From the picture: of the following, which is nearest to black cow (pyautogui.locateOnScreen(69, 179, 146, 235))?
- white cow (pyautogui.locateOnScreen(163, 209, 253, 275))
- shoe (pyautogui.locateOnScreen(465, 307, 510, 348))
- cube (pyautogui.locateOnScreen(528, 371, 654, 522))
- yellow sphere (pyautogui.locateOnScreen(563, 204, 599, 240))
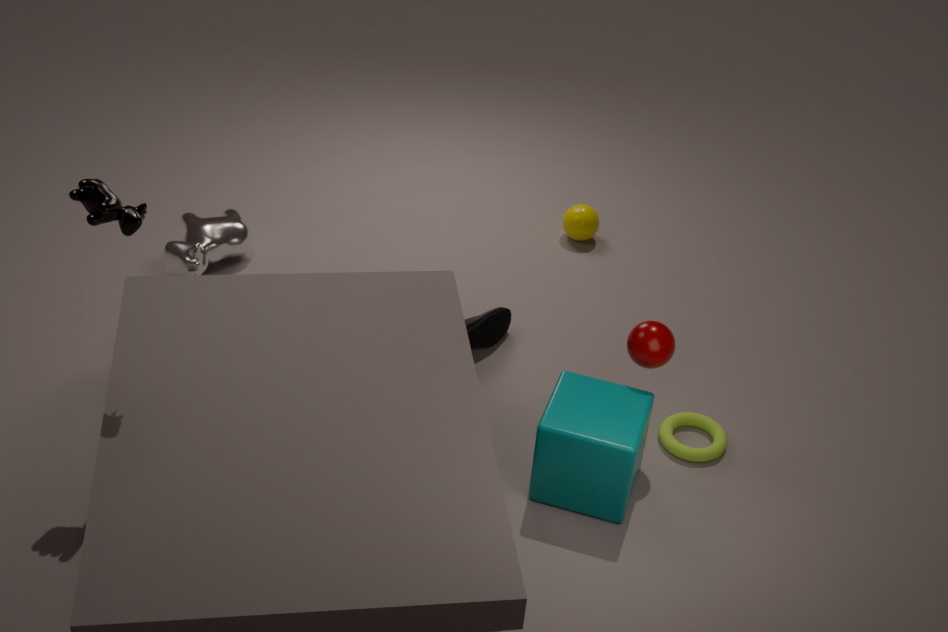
white cow (pyautogui.locateOnScreen(163, 209, 253, 275))
